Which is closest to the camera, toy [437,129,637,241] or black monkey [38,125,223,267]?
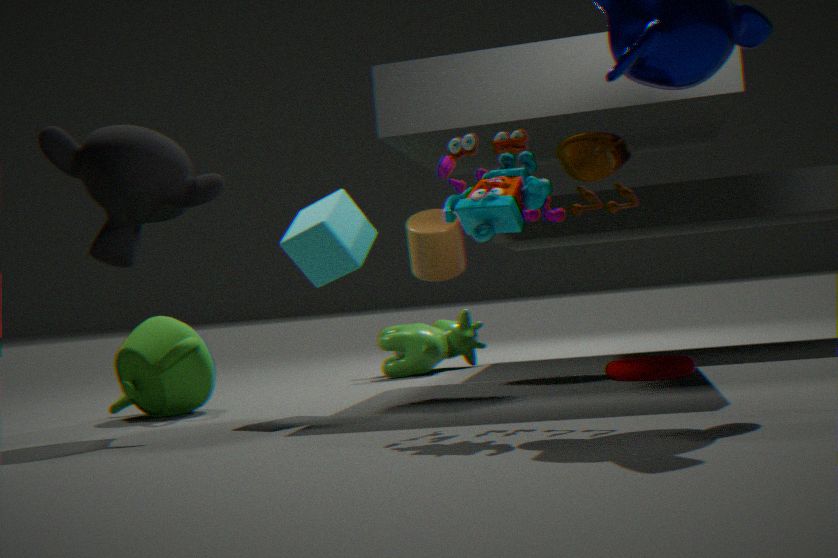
toy [437,129,637,241]
